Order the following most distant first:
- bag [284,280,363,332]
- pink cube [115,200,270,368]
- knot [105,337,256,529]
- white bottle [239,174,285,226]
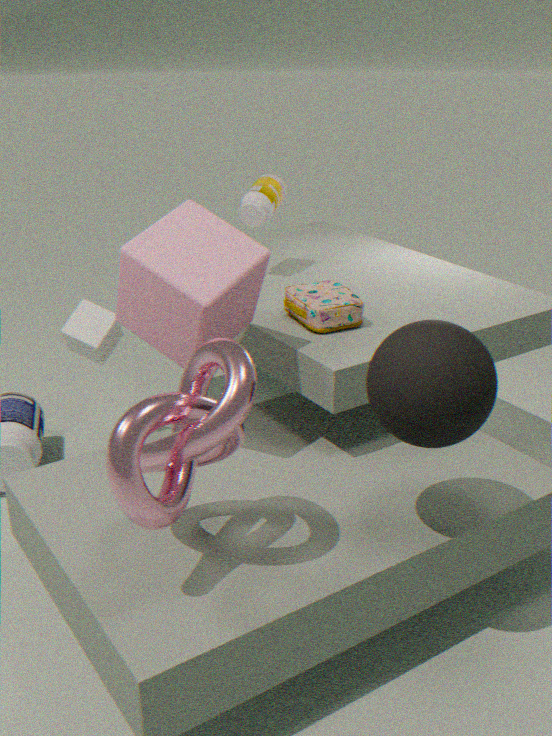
1. white bottle [239,174,285,226]
2. bag [284,280,363,332]
3. pink cube [115,200,270,368]
4. knot [105,337,256,529]
